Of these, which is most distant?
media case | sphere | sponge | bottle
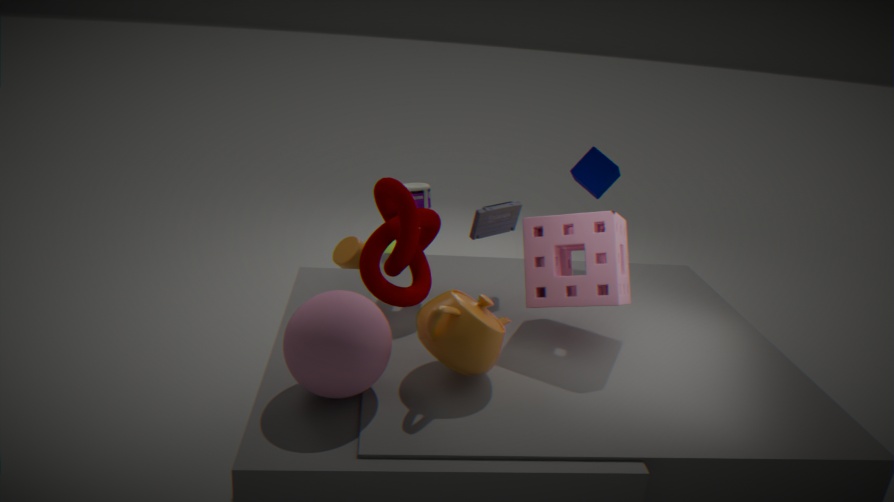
bottle
